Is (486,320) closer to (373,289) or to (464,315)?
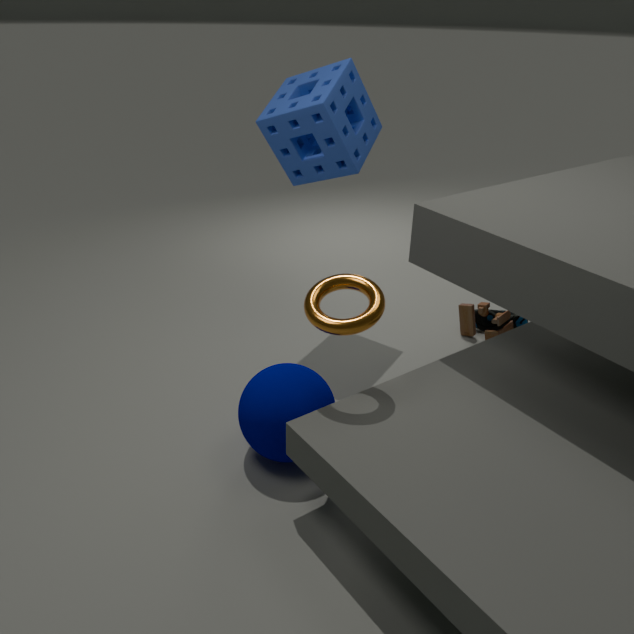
(464,315)
